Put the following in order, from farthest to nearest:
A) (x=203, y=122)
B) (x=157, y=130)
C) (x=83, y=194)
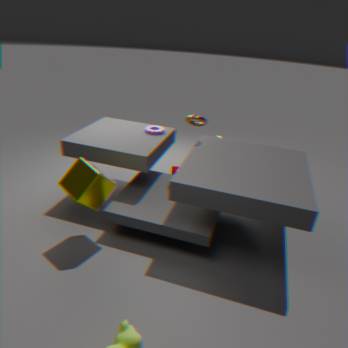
(x=157, y=130)
(x=203, y=122)
(x=83, y=194)
